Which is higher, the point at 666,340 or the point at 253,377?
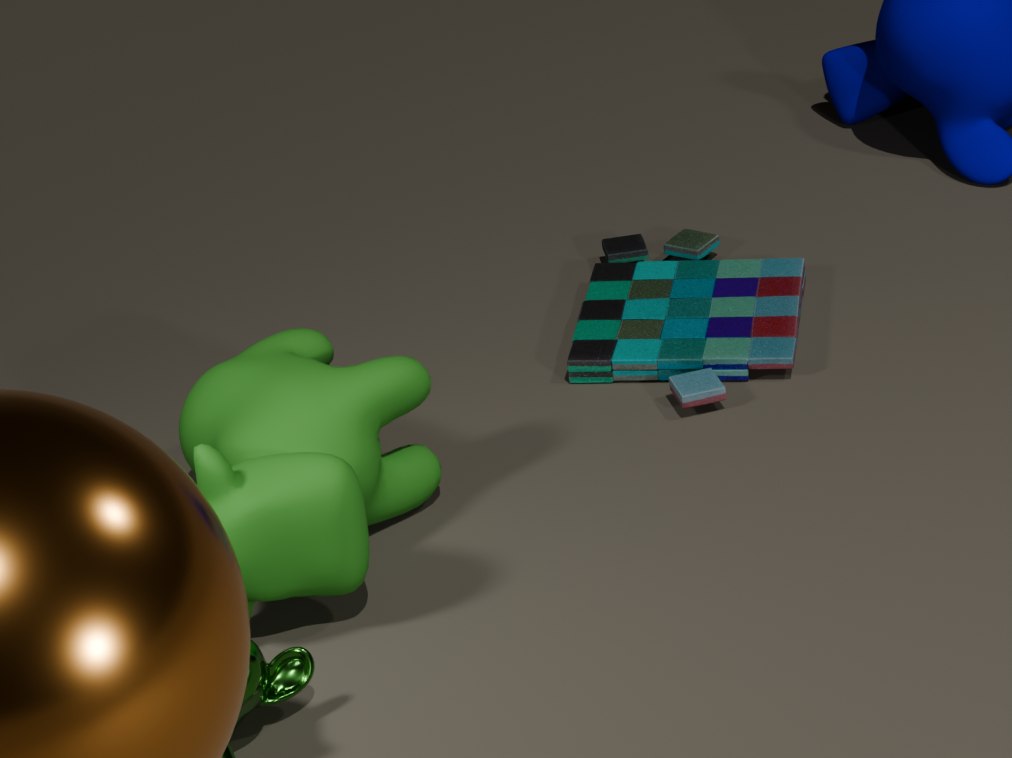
the point at 253,377
